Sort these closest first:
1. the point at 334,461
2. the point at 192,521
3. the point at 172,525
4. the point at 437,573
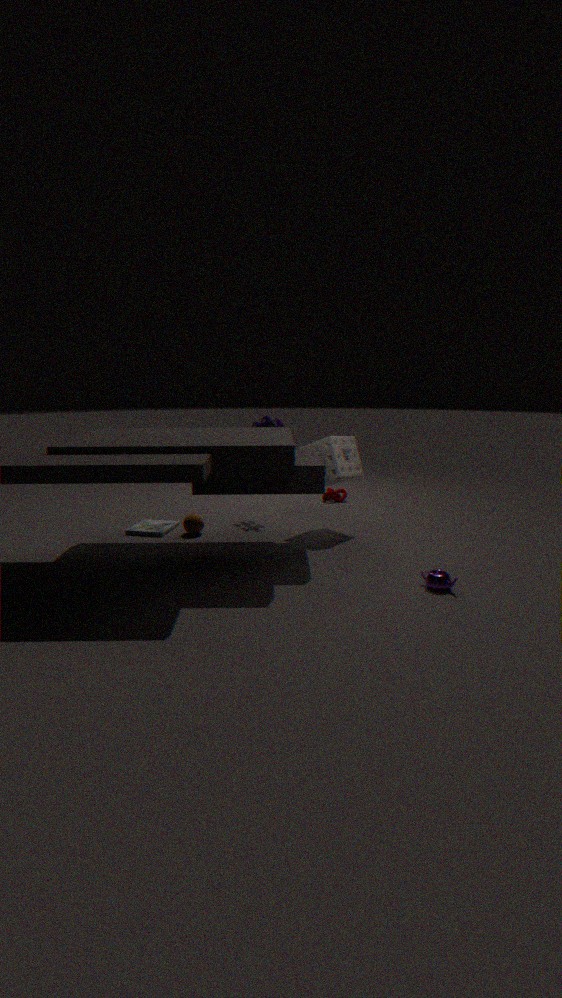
the point at 437,573 < the point at 334,461 < the point at 192,521 < the point at 172,525
